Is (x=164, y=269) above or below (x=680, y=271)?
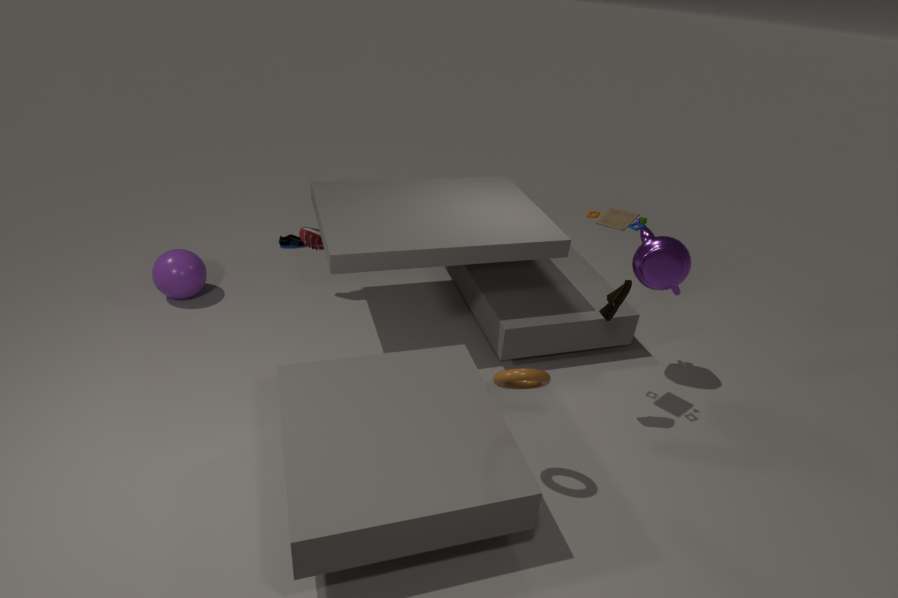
below
